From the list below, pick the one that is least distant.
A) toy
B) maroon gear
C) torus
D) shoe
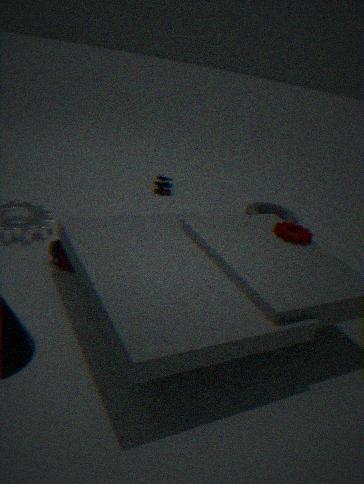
shoe
